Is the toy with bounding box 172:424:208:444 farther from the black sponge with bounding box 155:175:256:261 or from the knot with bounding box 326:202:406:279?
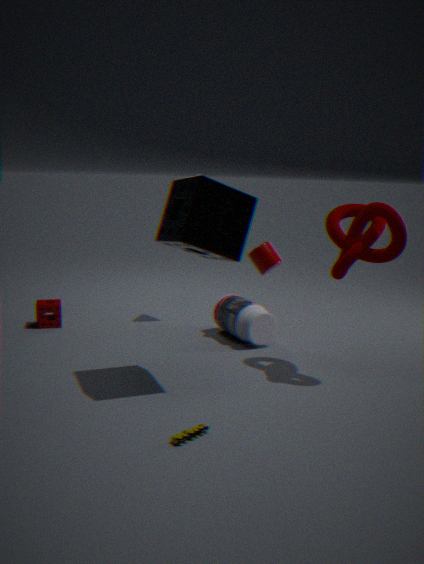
the knot with bounding box 326:202:406:279
